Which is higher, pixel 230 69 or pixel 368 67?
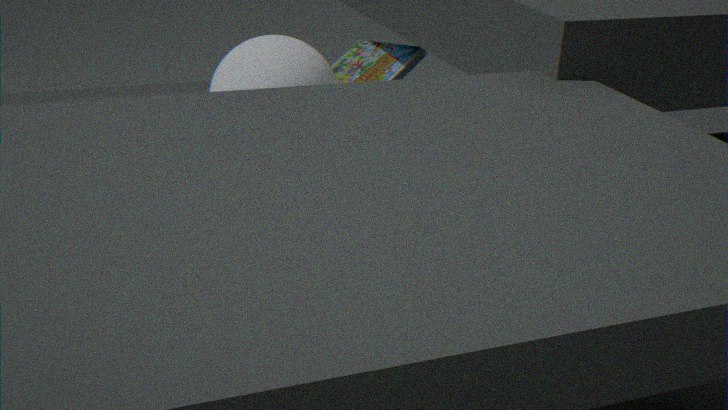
pixel 230 69
